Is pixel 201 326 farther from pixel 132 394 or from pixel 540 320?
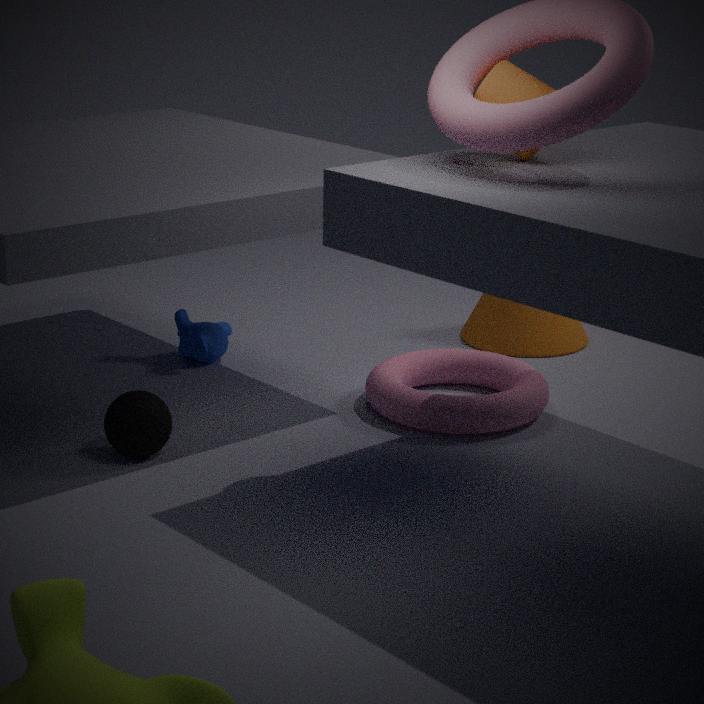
pixel 540 320
